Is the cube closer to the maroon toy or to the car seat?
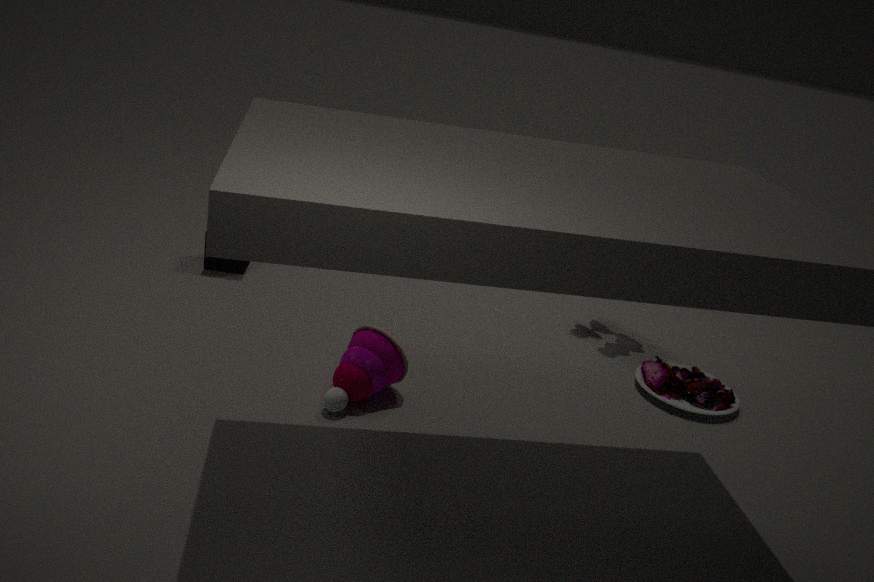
the maroon toy
